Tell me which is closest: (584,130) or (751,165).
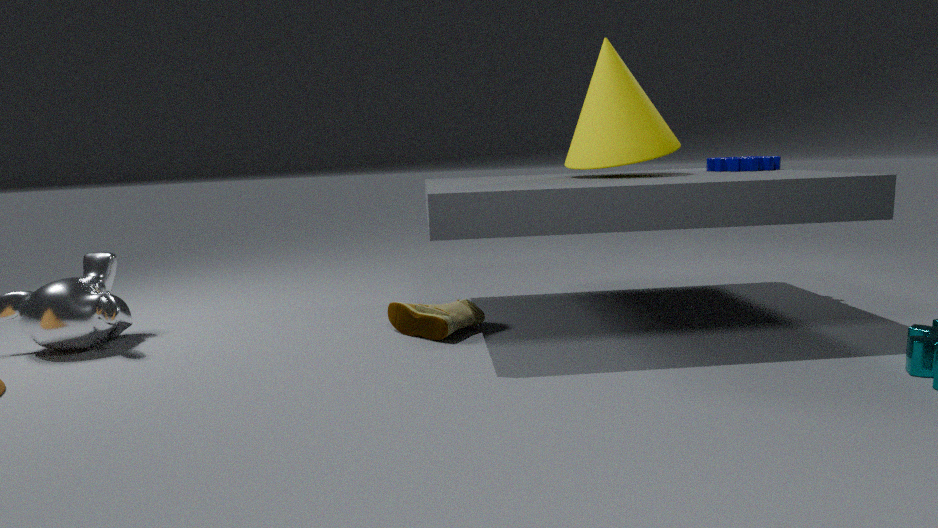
(584,130)
